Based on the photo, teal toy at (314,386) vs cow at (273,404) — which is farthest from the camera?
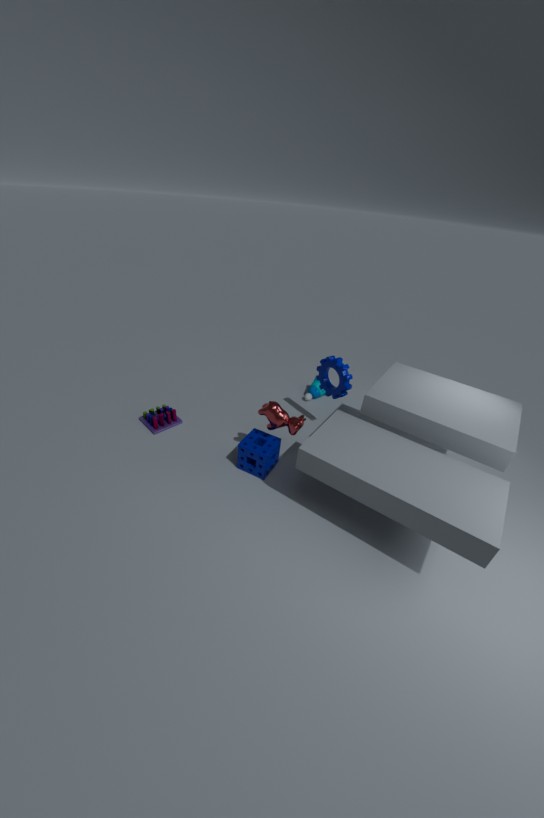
teal toy at (314,386)
